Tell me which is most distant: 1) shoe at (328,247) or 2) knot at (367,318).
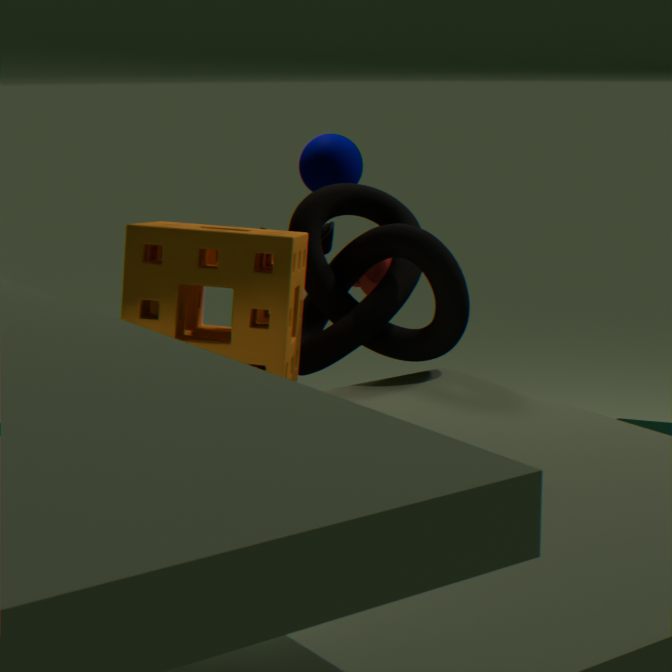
1. shoe at (328,247)
